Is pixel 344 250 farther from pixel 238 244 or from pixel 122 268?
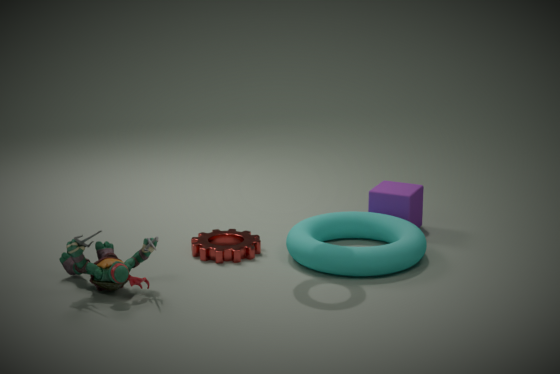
pixel 122 268
